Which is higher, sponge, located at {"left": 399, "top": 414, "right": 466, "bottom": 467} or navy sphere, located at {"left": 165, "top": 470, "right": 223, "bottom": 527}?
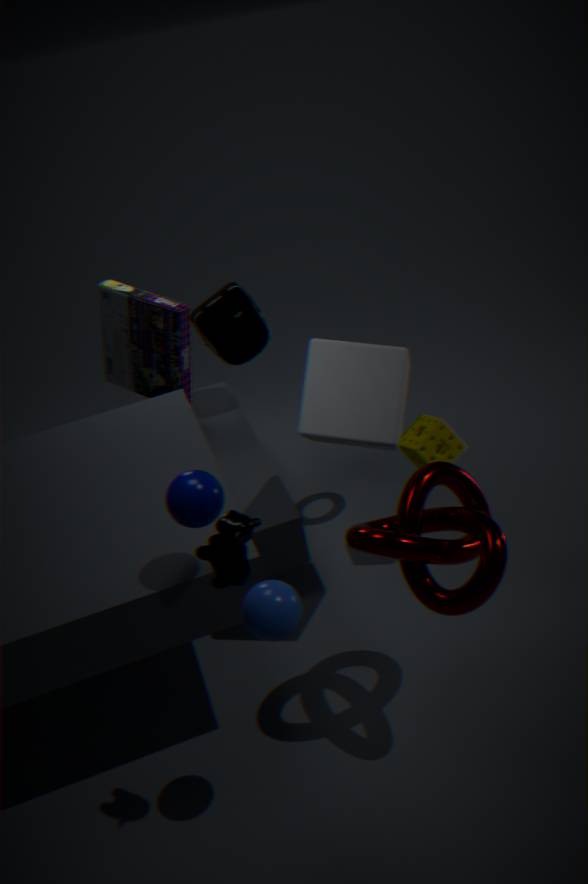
navy sphere, located at {"left": 165, "top": 470, "right": 223, "bottom": 527}
